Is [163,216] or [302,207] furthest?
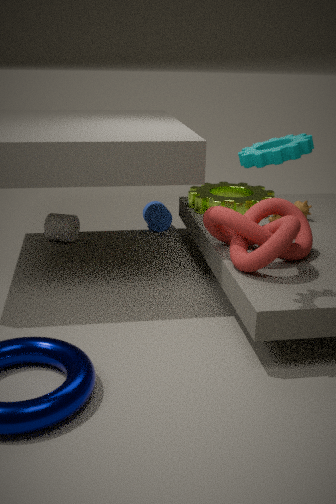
[163,216]
